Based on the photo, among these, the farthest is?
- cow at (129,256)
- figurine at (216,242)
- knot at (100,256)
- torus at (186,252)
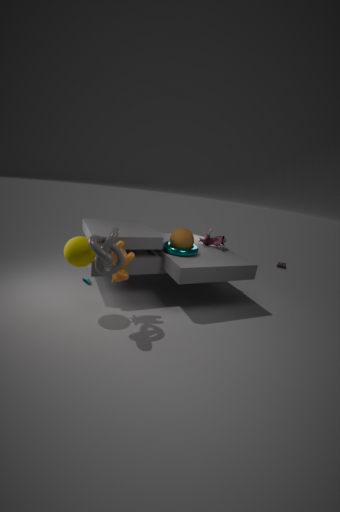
figurine at (216,242)
